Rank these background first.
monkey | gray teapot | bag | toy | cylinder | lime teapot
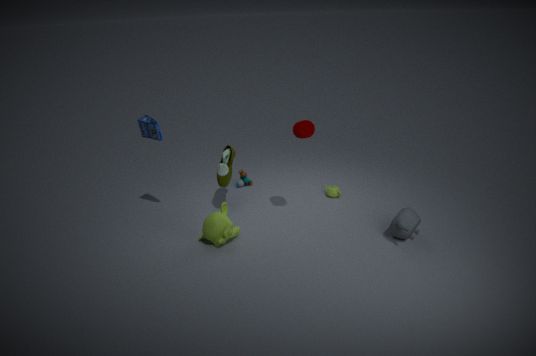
toy → lime teapot → bag → cylinder → monkey → gray teapot
